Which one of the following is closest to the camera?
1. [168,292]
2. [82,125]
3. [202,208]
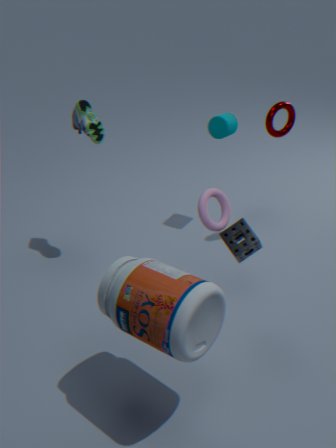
[168,292]
